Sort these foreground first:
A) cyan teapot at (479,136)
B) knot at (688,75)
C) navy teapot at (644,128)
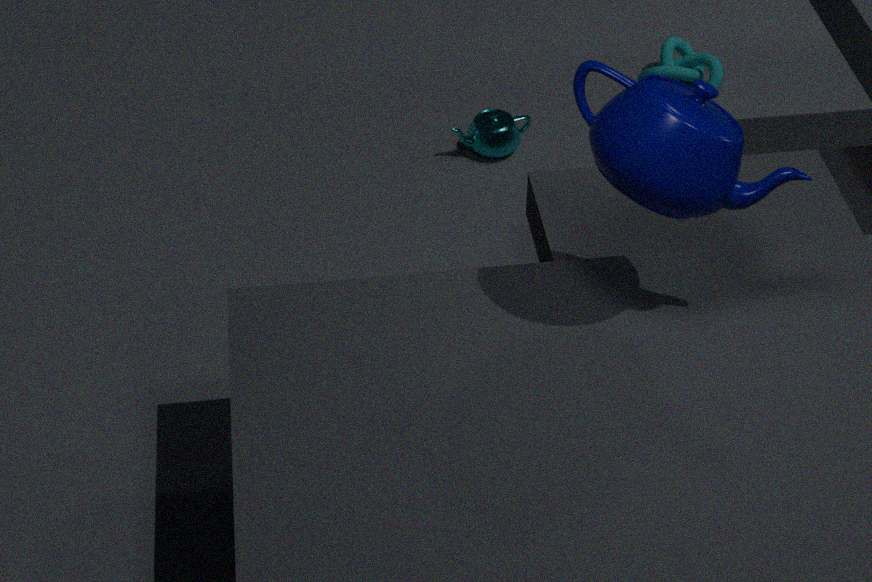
1. navy teapot at (644,128)
2. cyan teapot at (479,136)
3. knot at (688,75)
